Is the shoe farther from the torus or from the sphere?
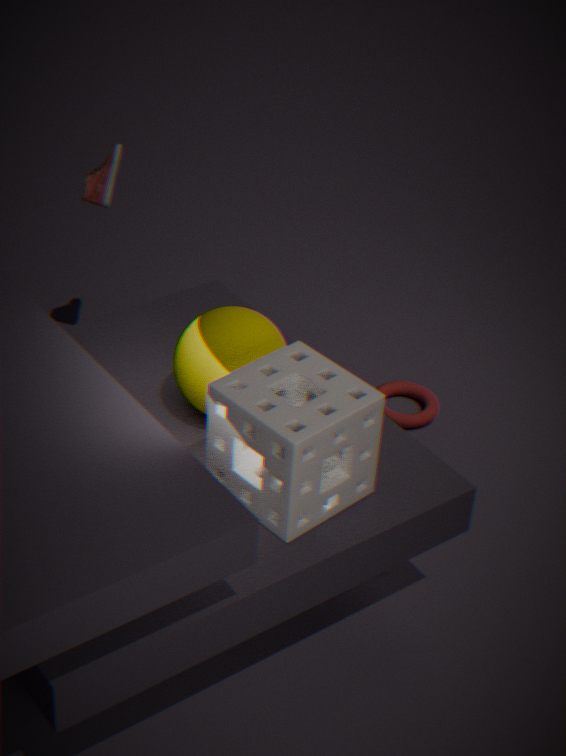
the torus
